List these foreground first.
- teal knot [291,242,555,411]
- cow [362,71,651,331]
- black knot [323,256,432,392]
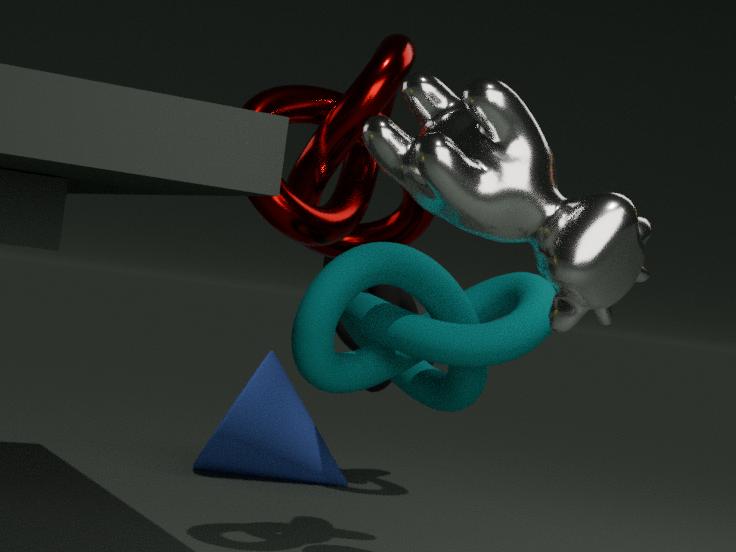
cow [362,71,651,331], teal knot [291,242,555,411], black knot [323,256,432,392]
